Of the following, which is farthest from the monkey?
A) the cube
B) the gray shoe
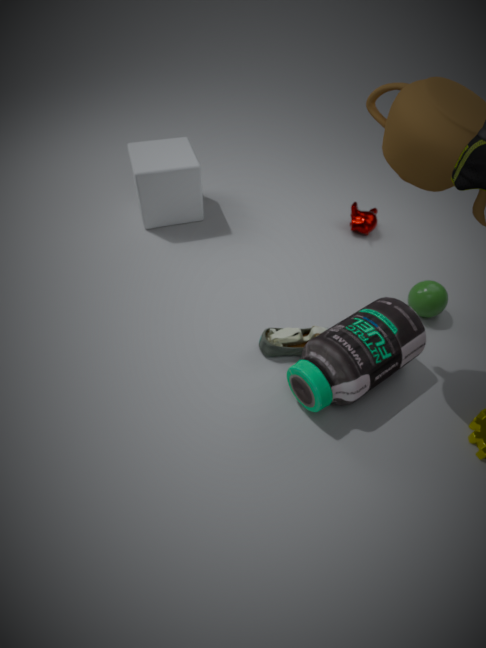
the cube
